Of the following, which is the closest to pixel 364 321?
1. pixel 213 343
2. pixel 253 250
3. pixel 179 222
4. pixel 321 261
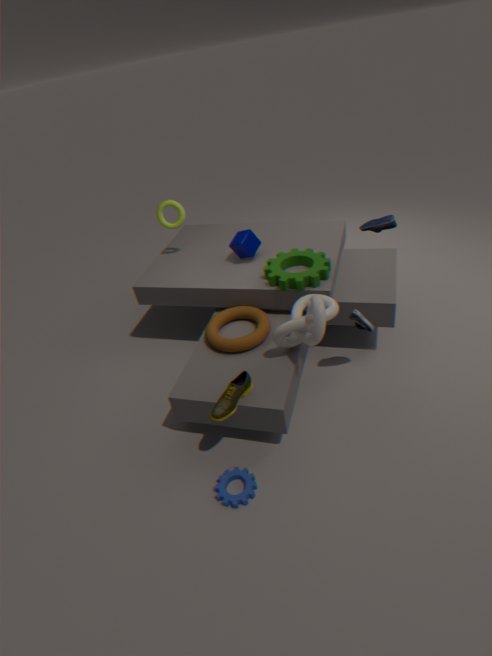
pixel 321 261
